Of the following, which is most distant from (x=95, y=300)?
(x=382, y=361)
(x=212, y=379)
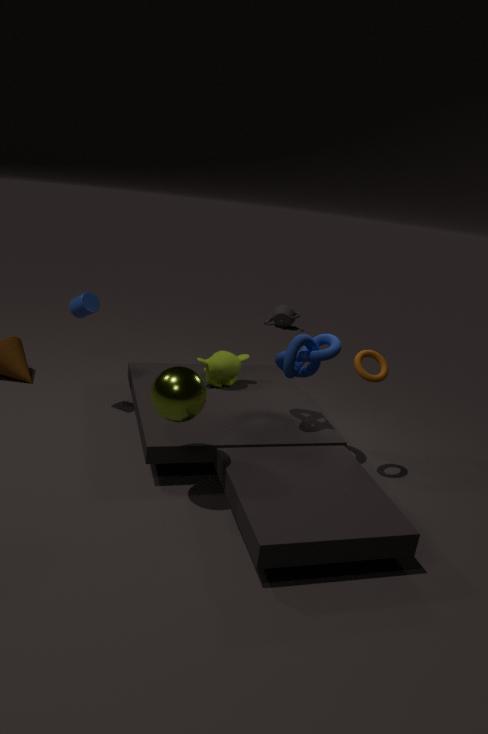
(x=382, y=361)
